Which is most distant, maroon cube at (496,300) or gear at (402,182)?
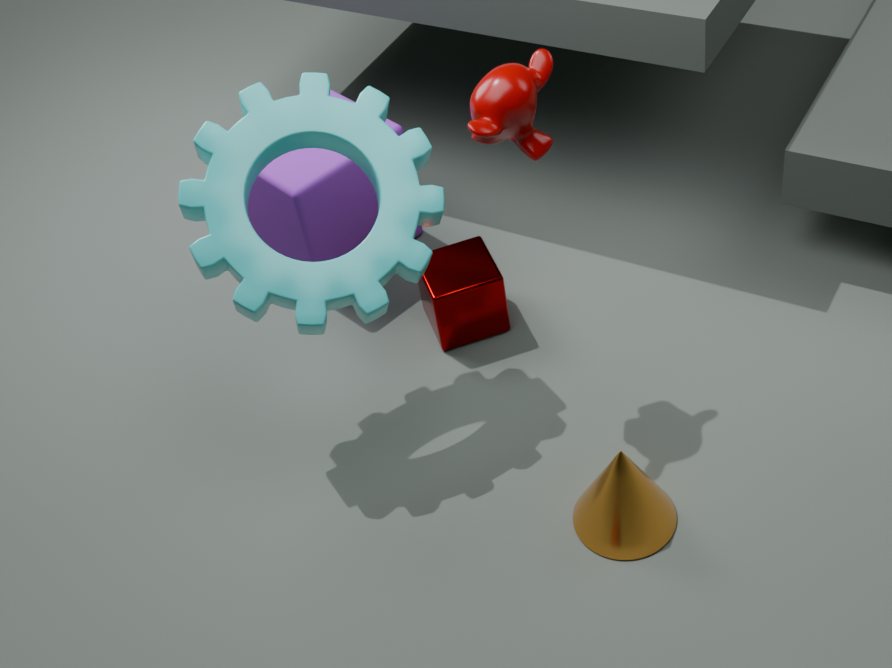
maroon cube at (496,300)
